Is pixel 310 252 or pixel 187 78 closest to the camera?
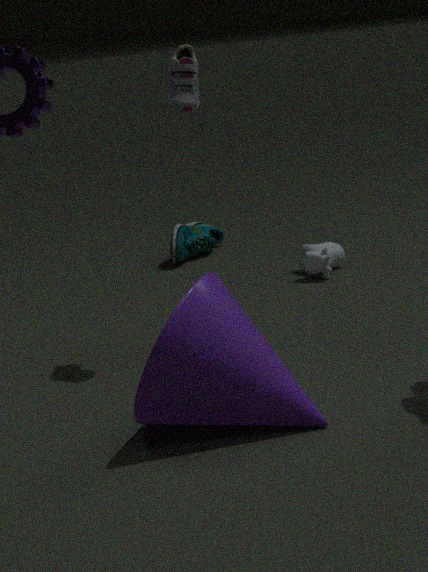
pixel 187 78
